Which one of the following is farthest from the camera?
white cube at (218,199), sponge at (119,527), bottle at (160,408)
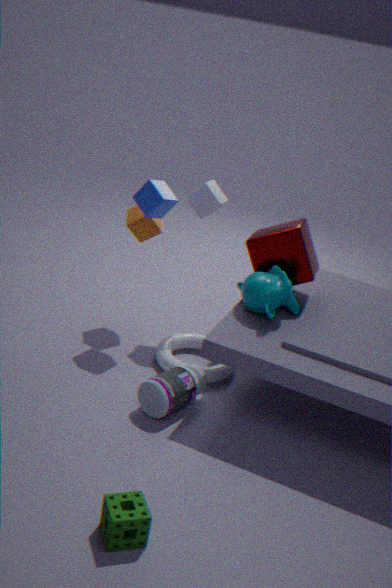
white cube at (218,199)
